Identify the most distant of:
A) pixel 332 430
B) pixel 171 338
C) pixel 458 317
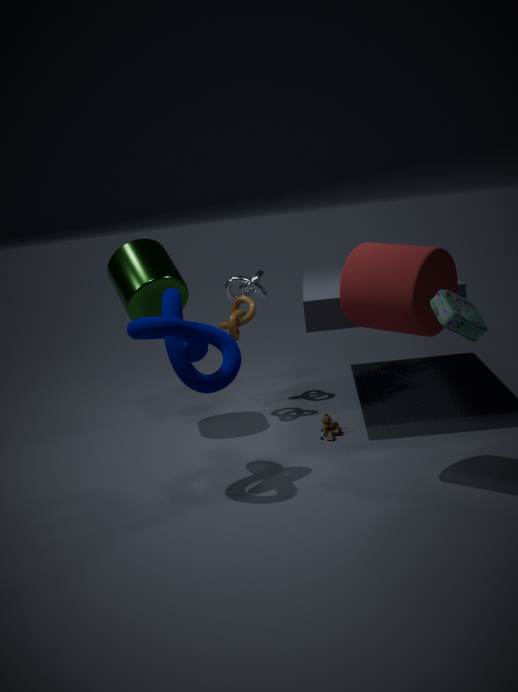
pixel 332 430
